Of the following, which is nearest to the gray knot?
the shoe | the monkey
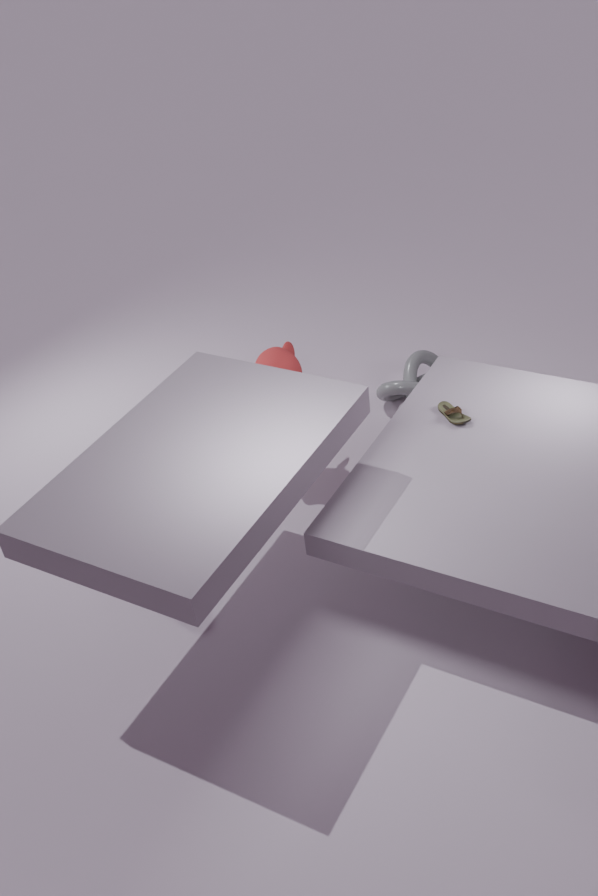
the monkey
